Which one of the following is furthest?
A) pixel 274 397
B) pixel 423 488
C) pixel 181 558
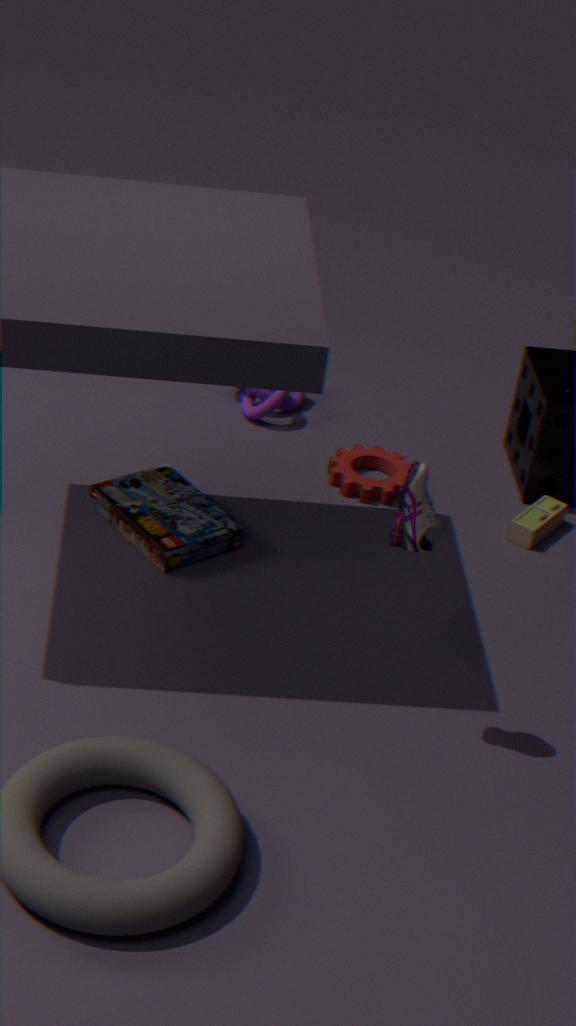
pixel 274 397
